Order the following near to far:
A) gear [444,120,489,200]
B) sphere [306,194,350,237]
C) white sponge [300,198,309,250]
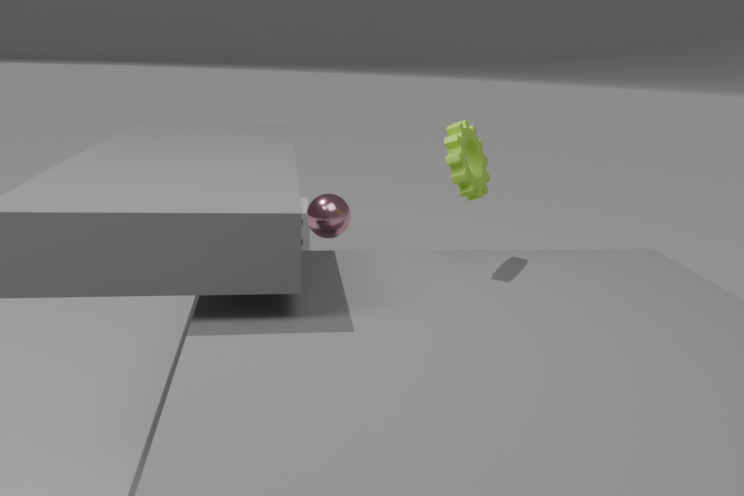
1. gear [444,120,489,200]
2. sphere [306,194,350,237]
3. white sponge [300,198,309,250]
